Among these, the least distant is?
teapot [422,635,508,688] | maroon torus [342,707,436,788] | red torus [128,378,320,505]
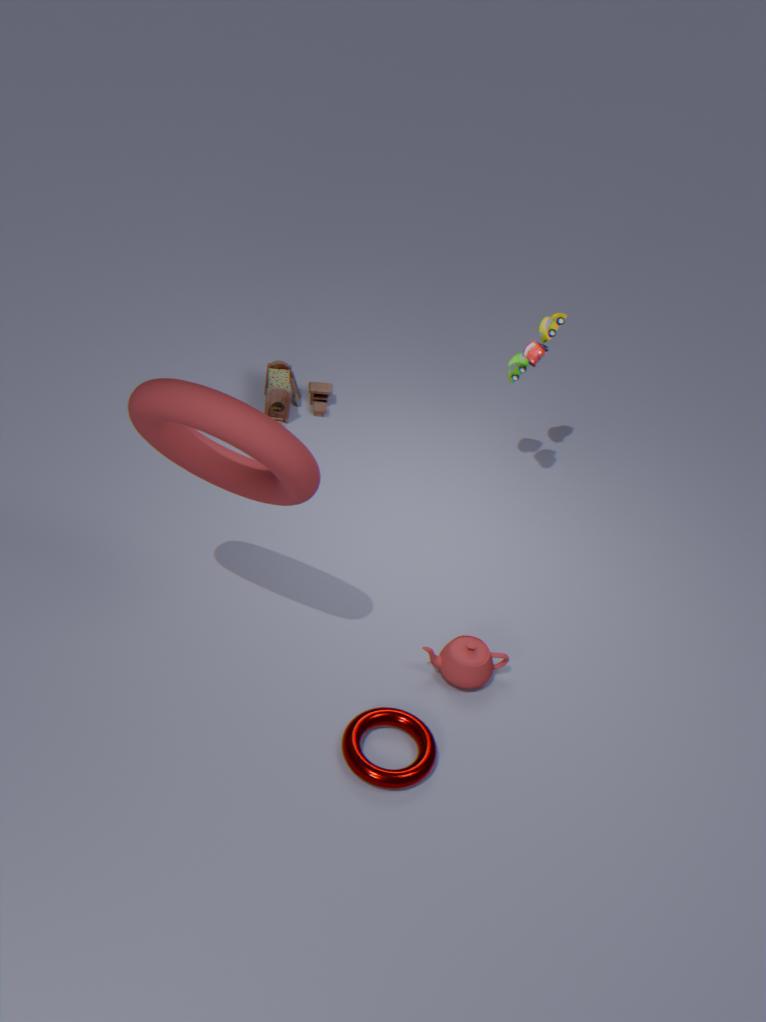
red torus [128,378,320,505]
